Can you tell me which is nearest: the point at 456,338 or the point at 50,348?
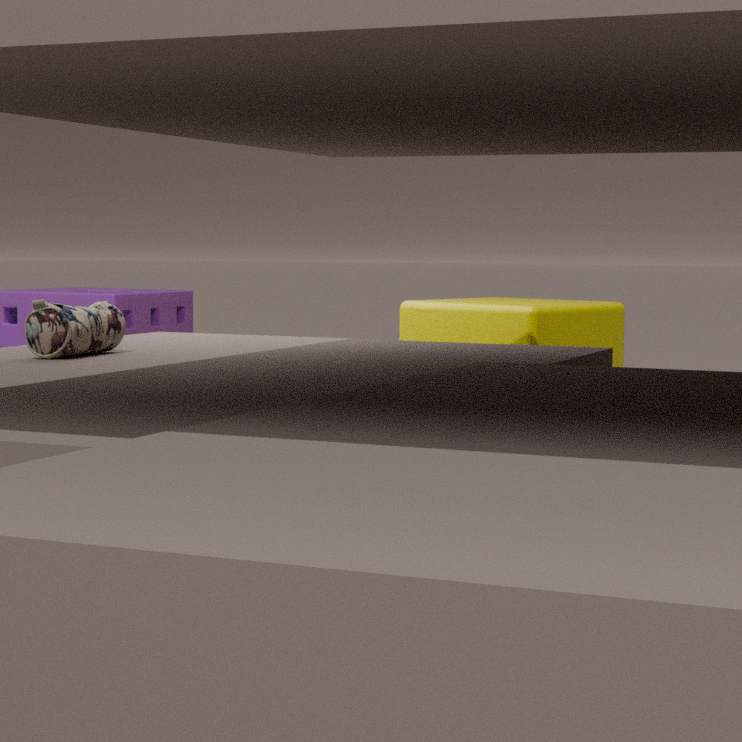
the point at 50,348
